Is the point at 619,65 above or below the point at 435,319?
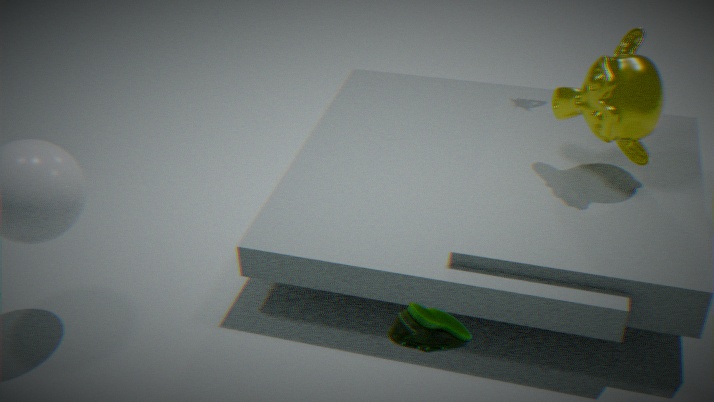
above
